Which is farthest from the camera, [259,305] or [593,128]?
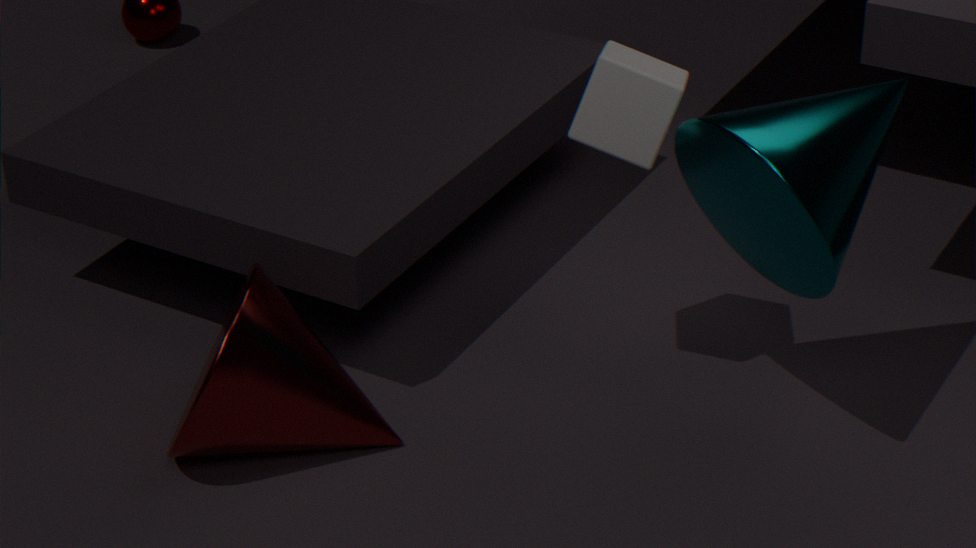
[259,305]
